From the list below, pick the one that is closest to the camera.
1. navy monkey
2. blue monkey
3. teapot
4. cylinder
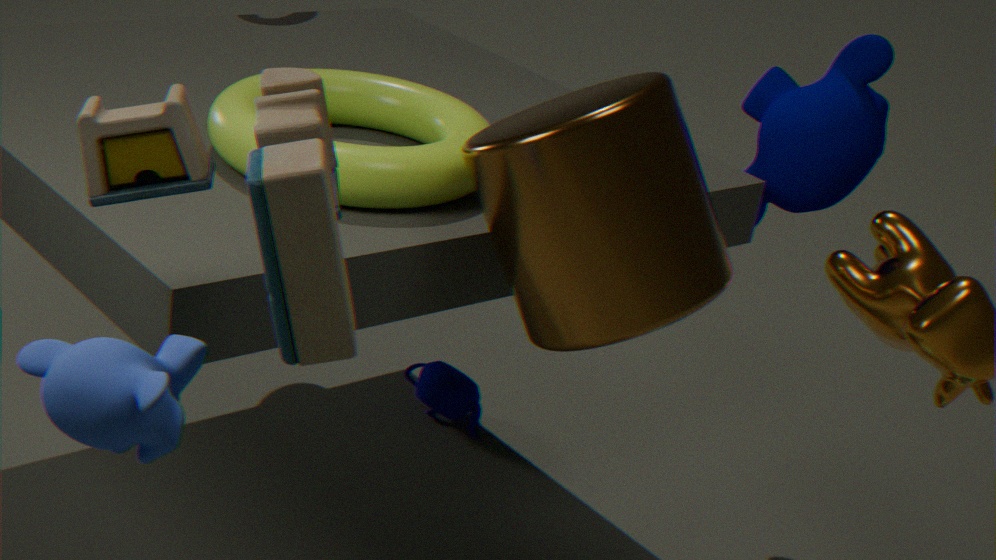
blue monkey
